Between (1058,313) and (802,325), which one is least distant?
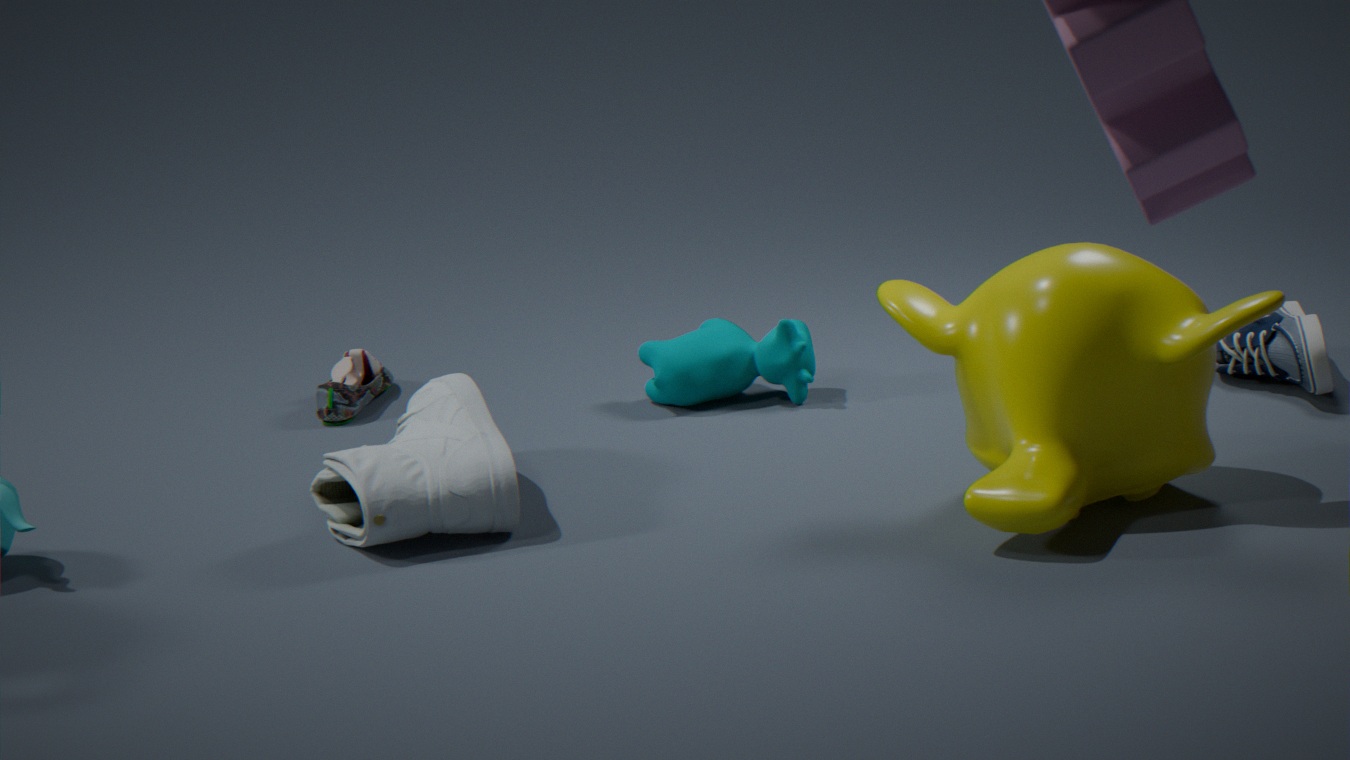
(1058,313)
